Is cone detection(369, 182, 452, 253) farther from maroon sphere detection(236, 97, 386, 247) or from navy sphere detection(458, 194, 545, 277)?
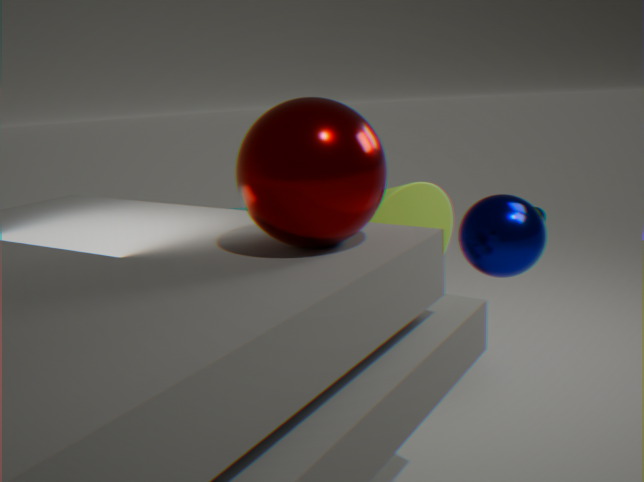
maroon sphere detection(236, 97, 386, 247)
